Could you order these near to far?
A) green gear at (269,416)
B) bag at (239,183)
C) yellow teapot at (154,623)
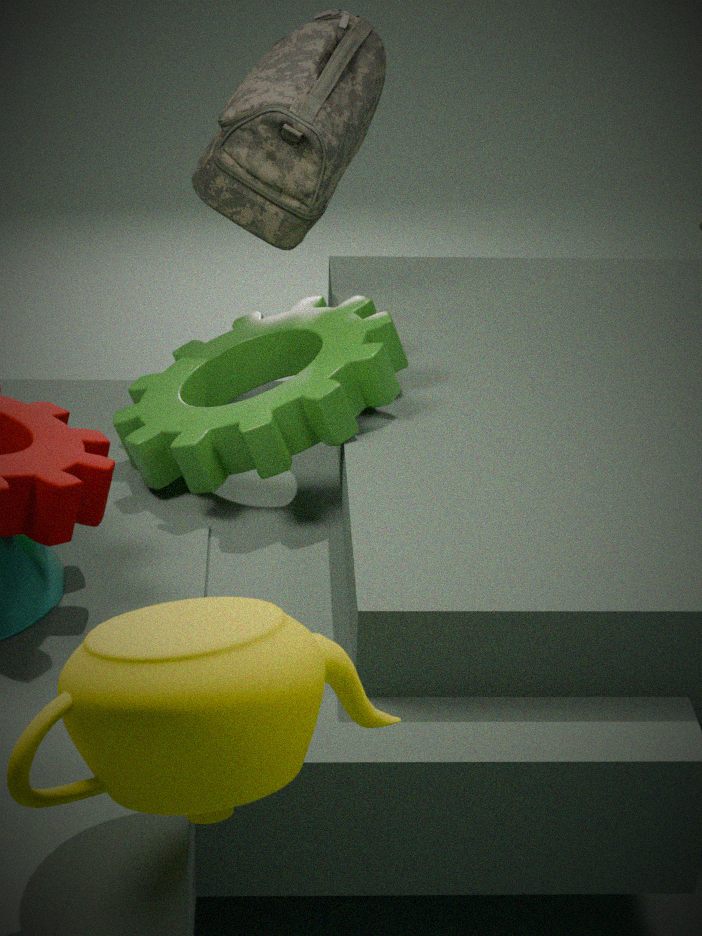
yellow teapot at (154,623) < green gear at (269,416) < bag at (239,183)
